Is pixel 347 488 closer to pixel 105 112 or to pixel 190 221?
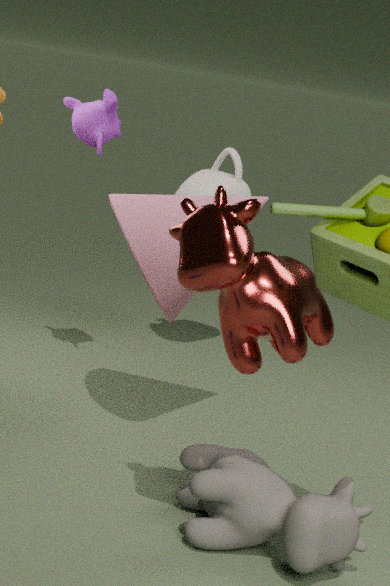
pixel 190 221
